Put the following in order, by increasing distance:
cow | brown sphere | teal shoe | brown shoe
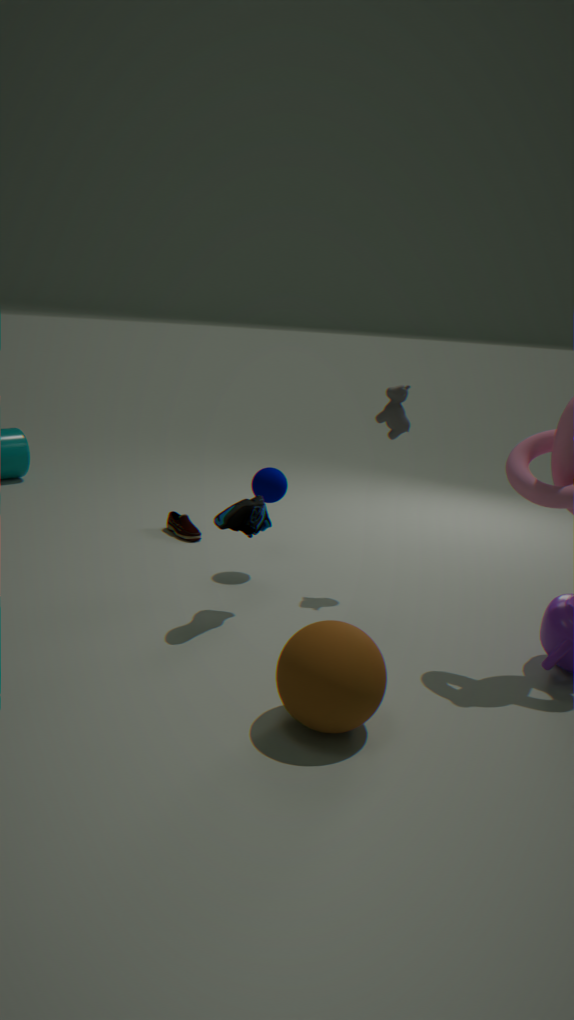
brown sphere
teal shoe
cow
brown shoe
